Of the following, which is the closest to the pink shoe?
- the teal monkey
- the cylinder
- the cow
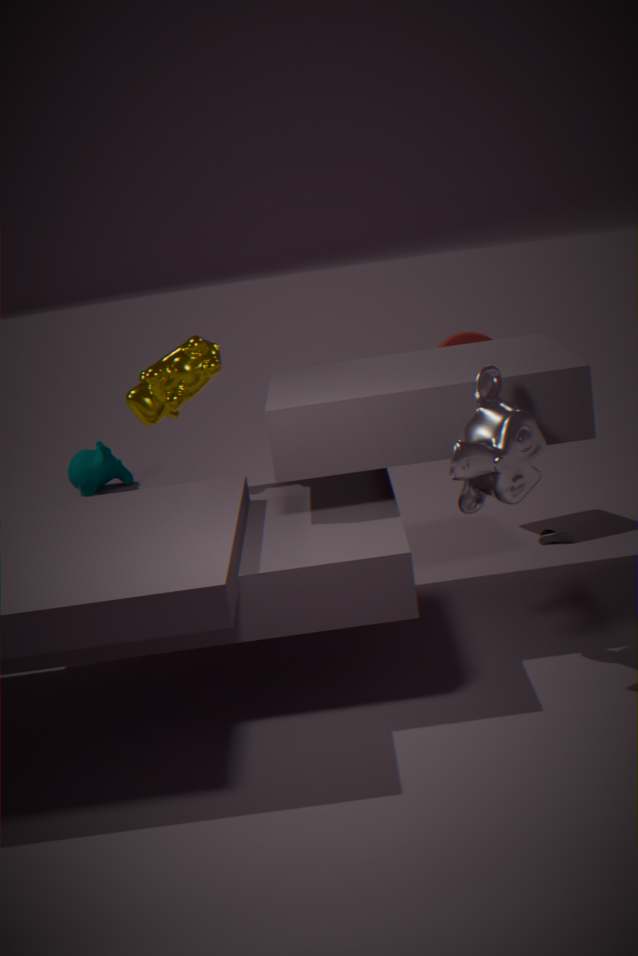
the cylinder
